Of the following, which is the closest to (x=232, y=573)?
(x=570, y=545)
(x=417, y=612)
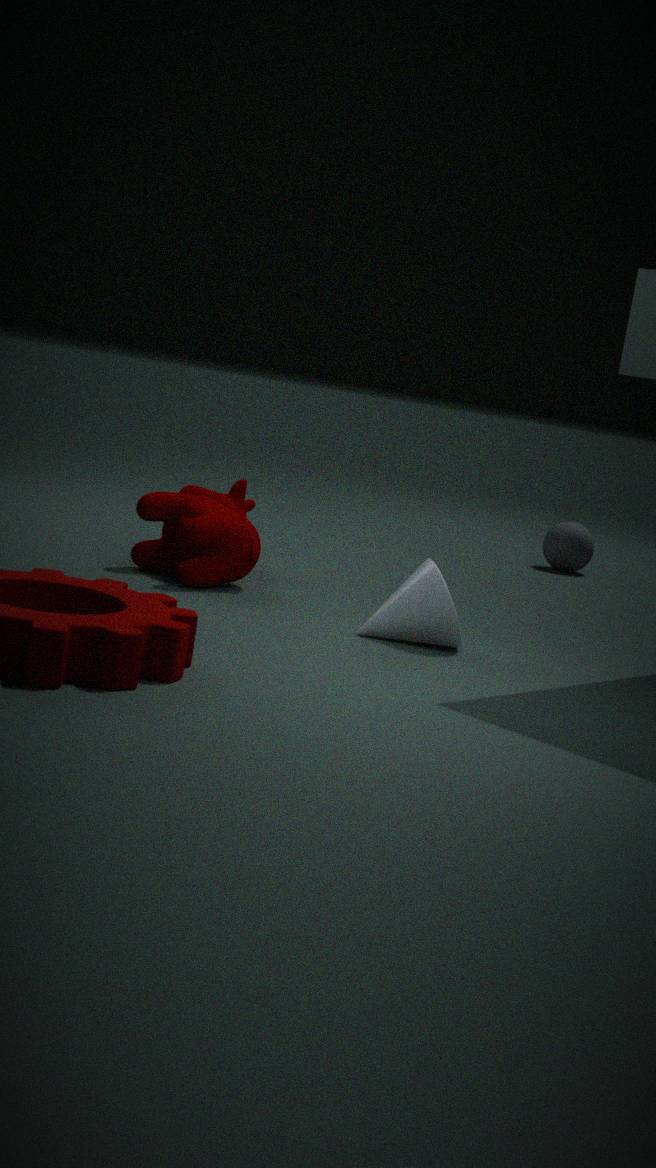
(x=417, y=612)
